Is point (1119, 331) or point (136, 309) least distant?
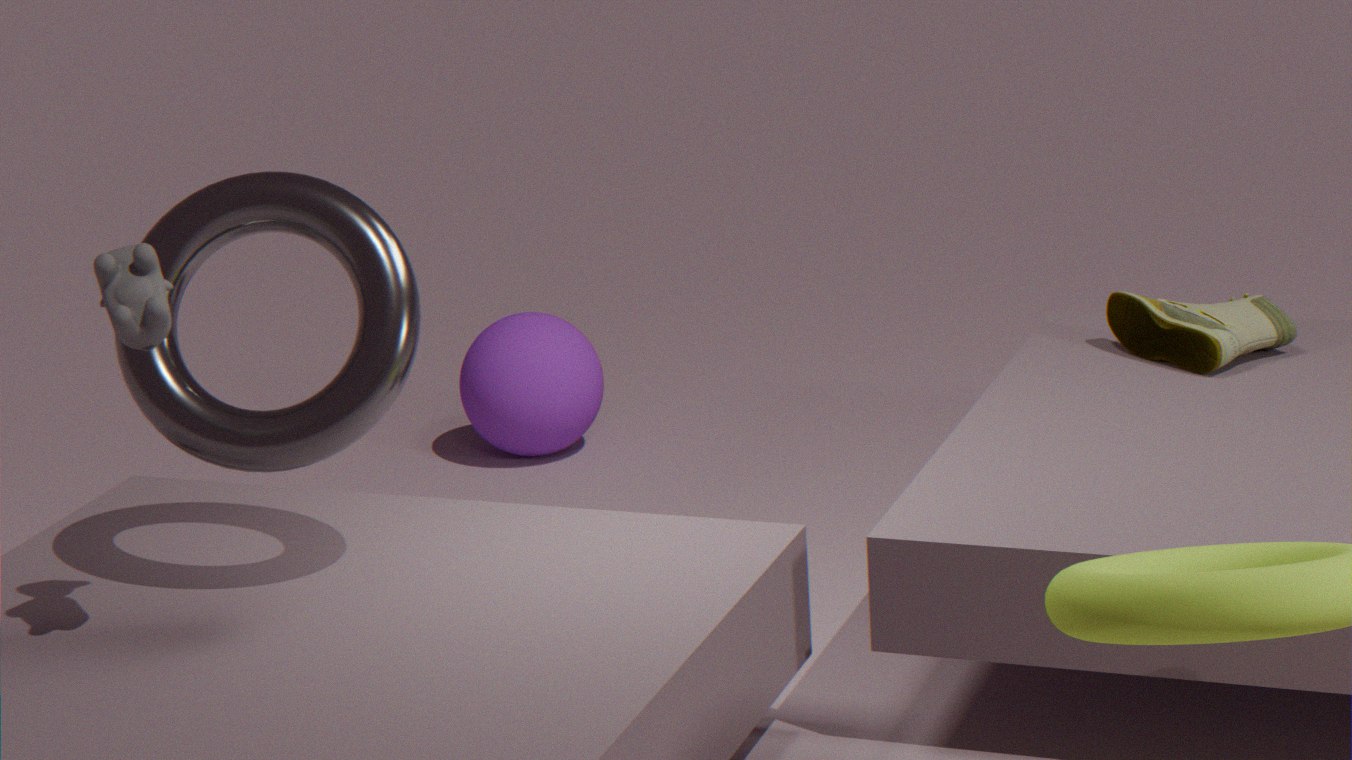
point (136, 309)
